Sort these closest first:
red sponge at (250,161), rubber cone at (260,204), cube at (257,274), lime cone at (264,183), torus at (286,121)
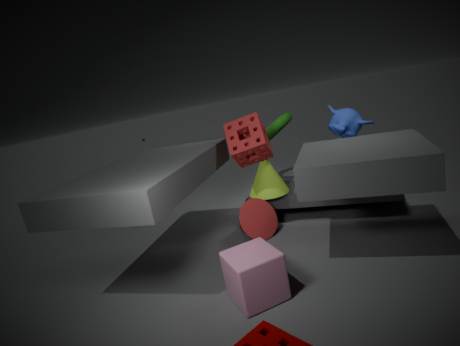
cube at (257,274), red sponge at (250,161), rubber cone at (260,204), lime cone at (264,183), torus at (286,121)
